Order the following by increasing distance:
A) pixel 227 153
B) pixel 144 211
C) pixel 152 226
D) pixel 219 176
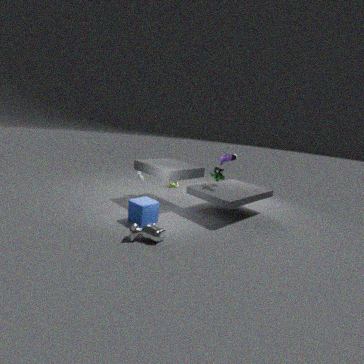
pixel 152 226
pixel 144 211
pixel 219 176
pixel 227 153
